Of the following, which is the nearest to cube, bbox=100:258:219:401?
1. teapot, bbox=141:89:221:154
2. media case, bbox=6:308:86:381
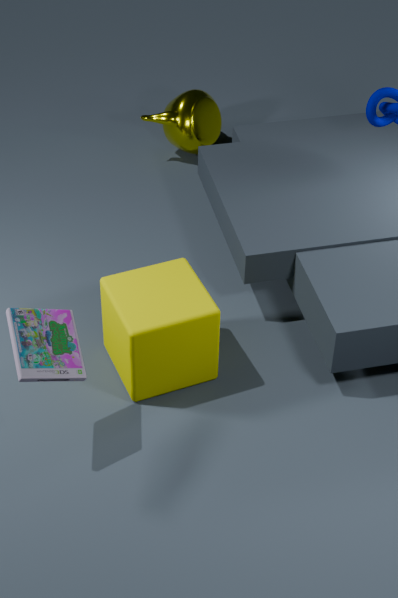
media case, bbox=6:308:86:381
